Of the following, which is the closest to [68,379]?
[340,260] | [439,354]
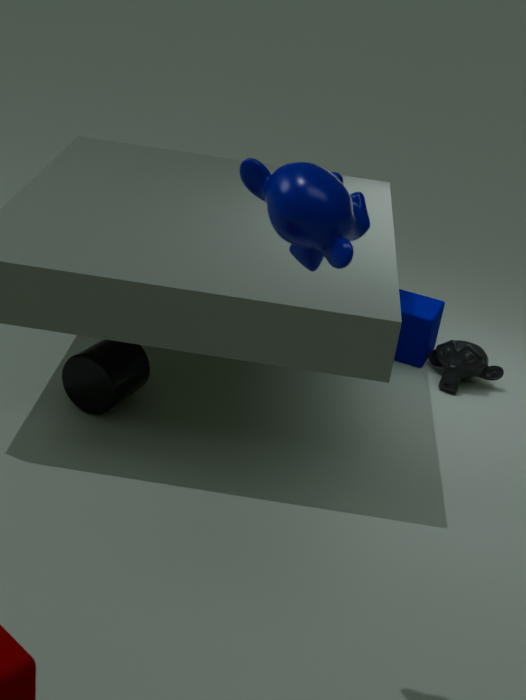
[439,354]
